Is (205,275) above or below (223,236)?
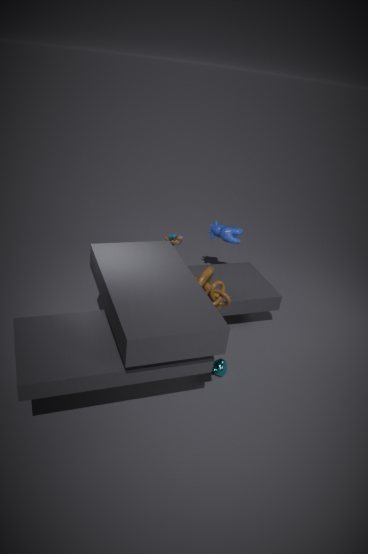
below
